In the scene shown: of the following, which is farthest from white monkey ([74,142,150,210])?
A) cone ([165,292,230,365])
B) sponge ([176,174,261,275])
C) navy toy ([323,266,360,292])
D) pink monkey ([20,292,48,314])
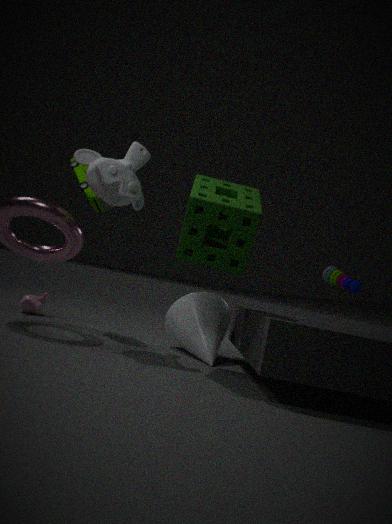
Result: navy toy ([323,266,360,292])
